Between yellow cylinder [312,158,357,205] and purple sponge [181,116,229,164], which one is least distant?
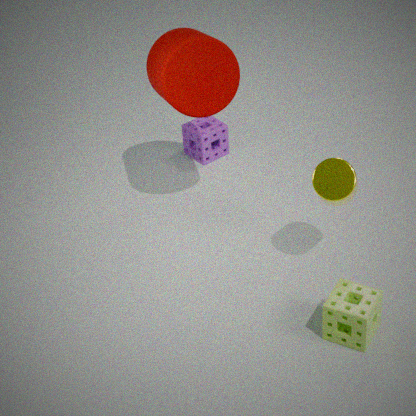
yellow cylinder [312,158,357,205]
